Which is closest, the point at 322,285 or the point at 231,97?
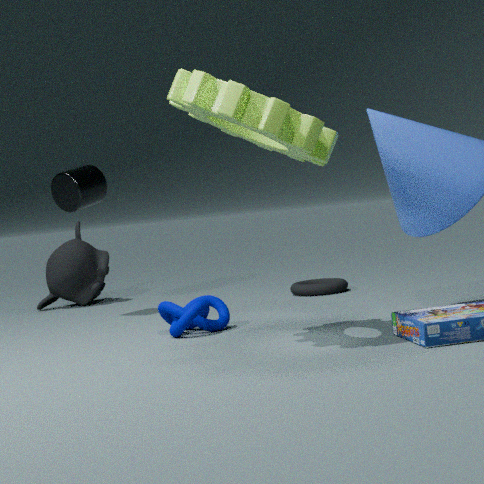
the point at 231,97
